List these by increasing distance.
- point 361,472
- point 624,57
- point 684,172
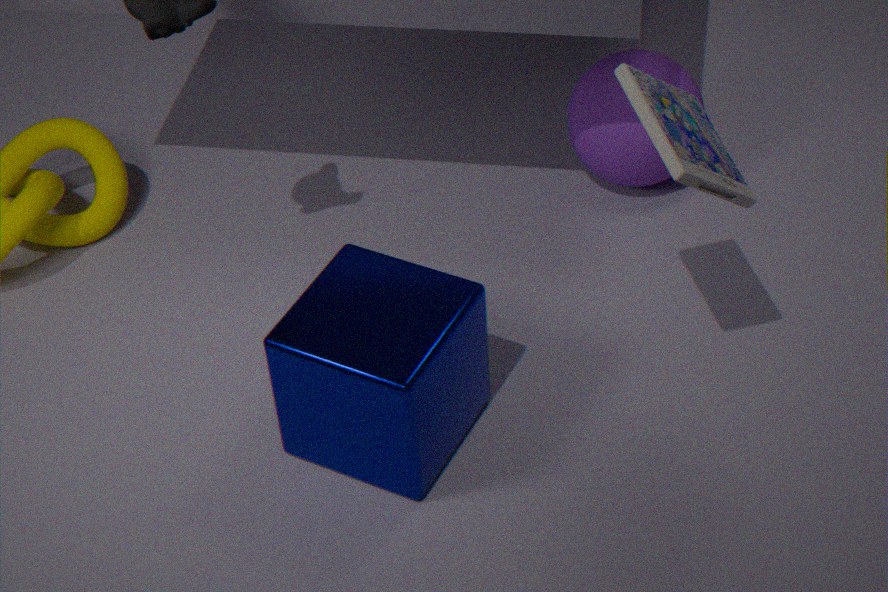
point 684,172, point 361,472, point 624,57
